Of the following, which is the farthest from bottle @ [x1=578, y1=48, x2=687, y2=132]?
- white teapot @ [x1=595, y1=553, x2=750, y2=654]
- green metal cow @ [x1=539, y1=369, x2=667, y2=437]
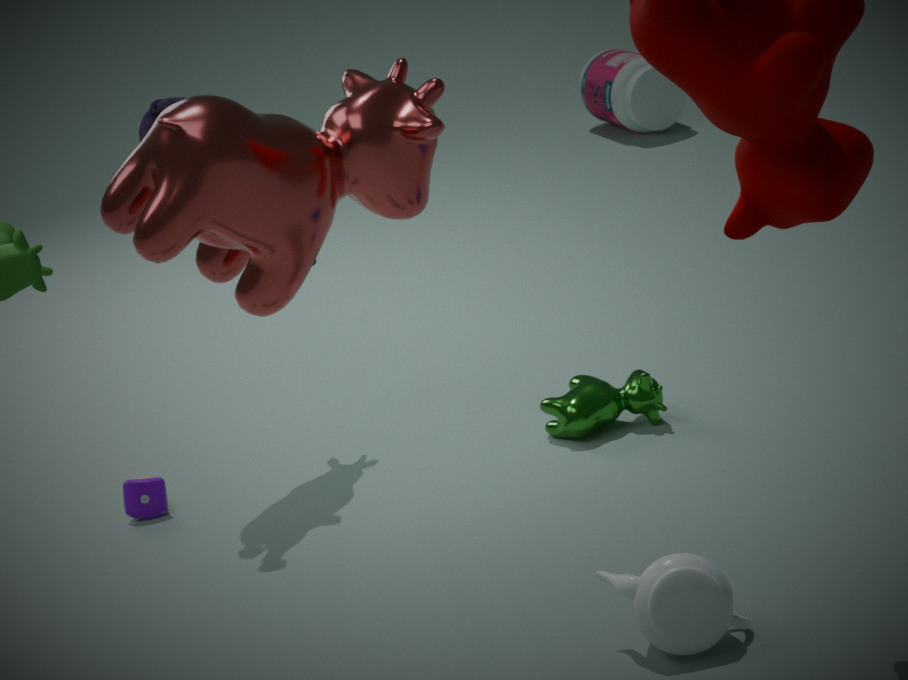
white teapot @ [x1=595, y1=553, x2=750, y2=654]
